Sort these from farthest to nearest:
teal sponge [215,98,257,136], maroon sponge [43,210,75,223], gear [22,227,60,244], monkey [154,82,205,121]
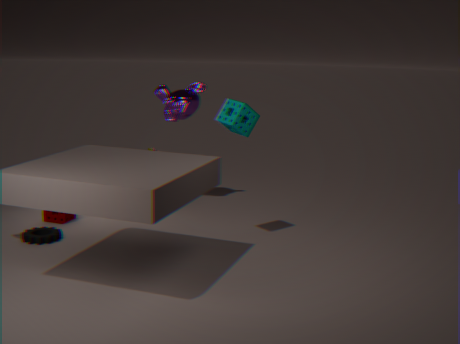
monkey [154,82,205,121], maroon sponge [43,210,75,223], gear [22,227,60,244], teal sponge [215,98,257,136]
